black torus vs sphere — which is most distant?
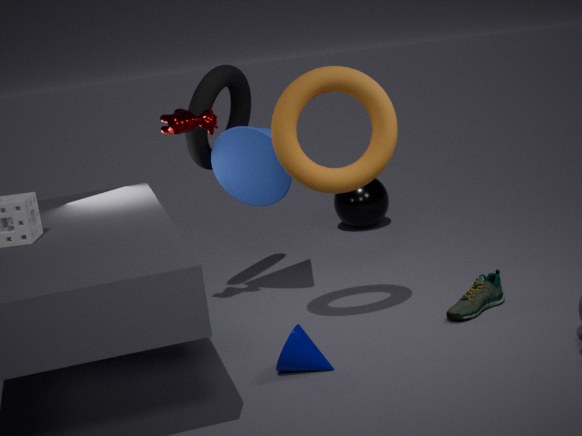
sphere
